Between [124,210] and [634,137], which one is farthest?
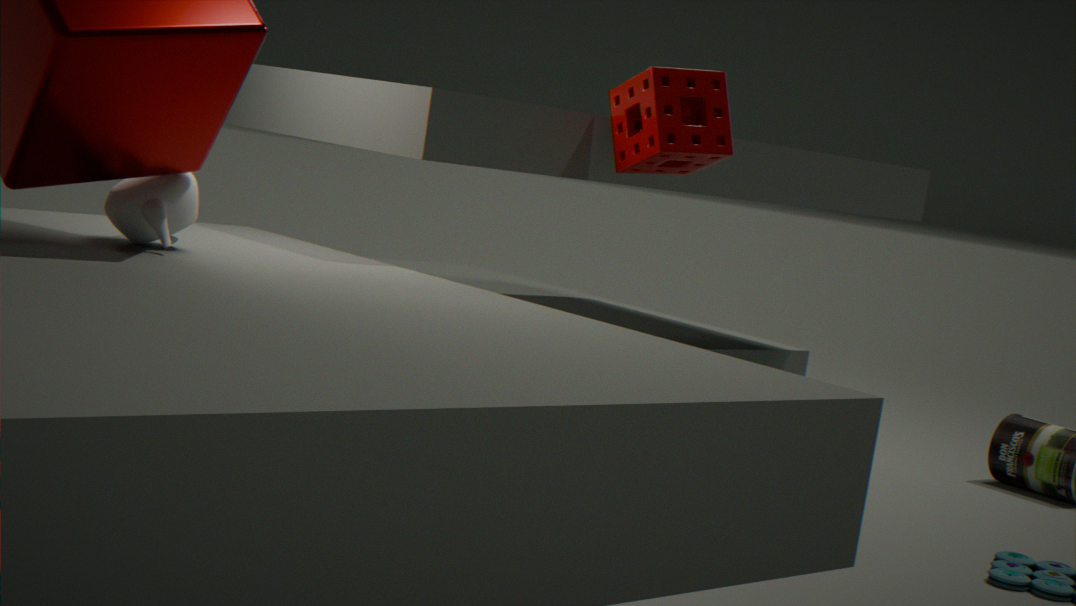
[634,137]
